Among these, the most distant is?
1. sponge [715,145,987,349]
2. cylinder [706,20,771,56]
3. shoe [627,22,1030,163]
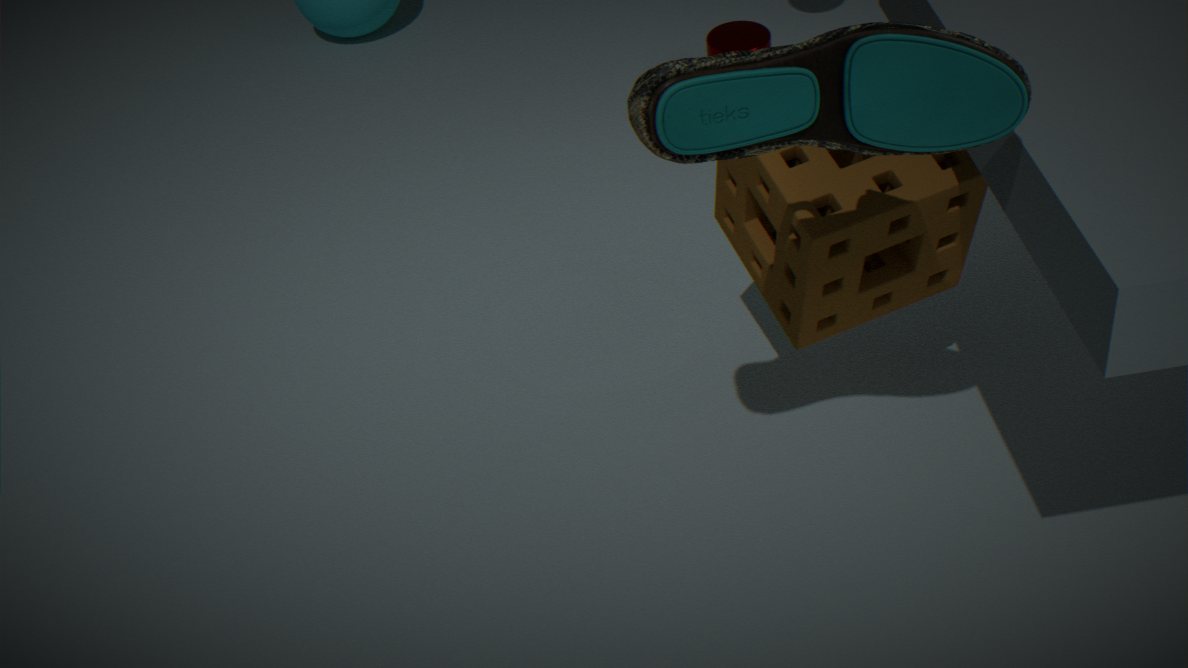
cylinder [706,20,771,56]
